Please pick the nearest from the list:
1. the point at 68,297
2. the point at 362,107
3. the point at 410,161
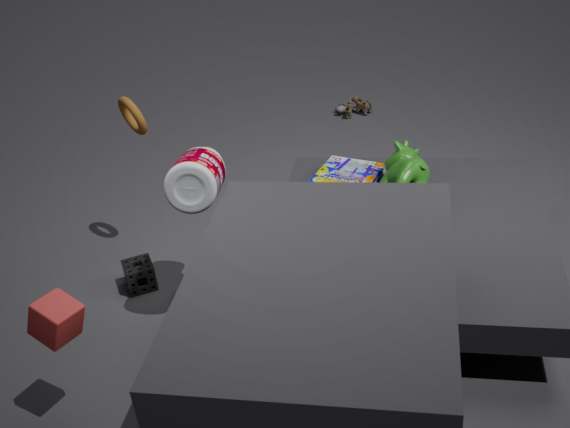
the point at 68,297
